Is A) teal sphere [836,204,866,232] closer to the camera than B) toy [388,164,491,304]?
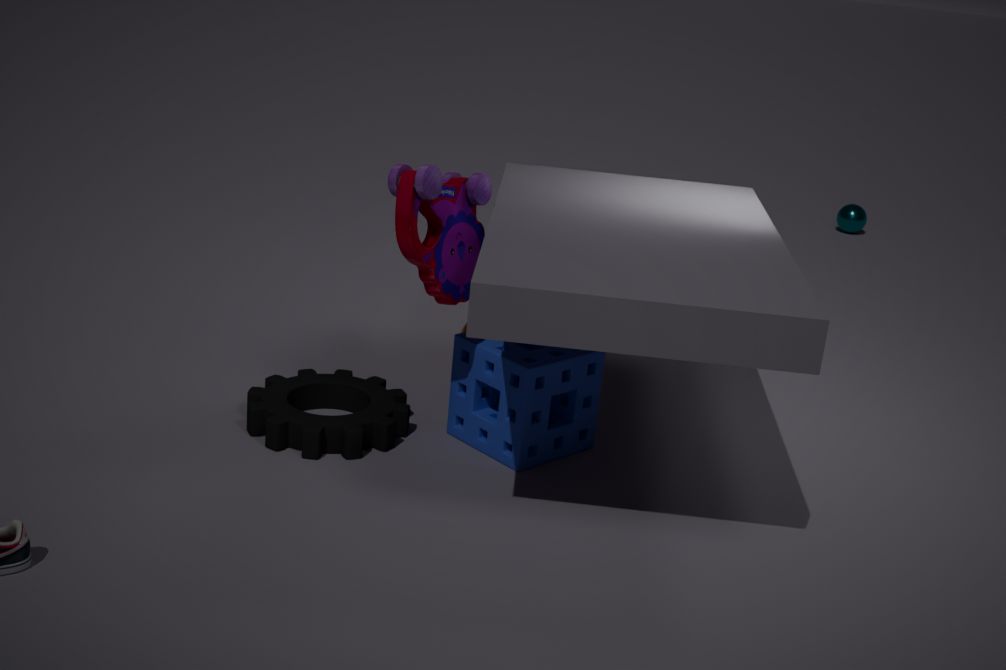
No
